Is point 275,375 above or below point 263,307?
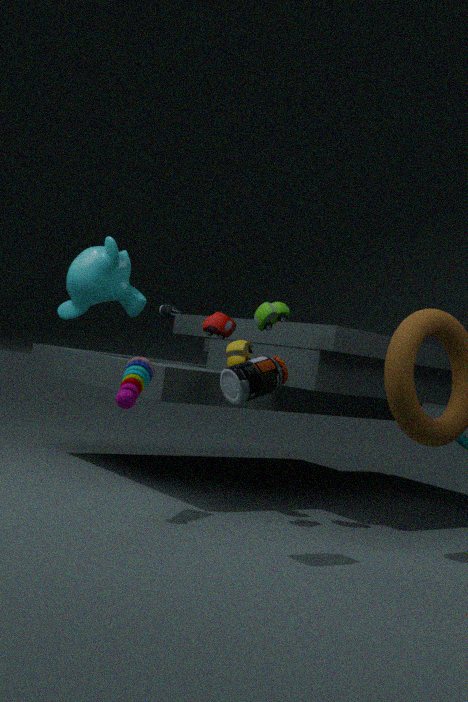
below
